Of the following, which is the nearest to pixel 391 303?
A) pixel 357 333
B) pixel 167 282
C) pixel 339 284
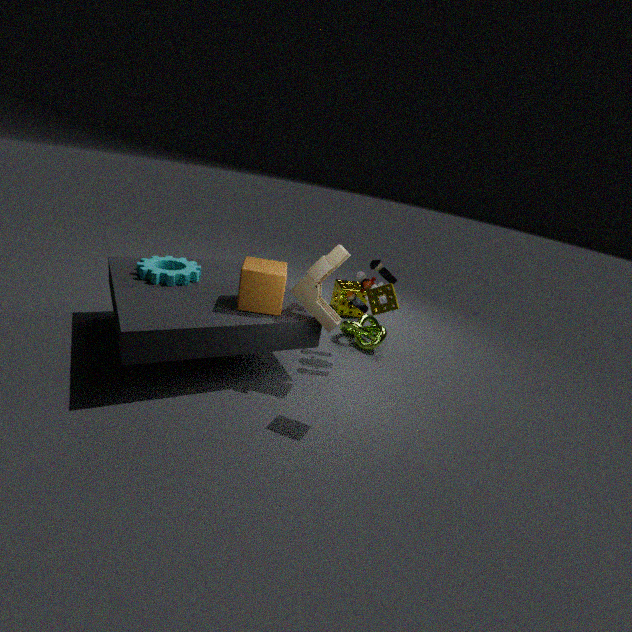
pixel 357 333
